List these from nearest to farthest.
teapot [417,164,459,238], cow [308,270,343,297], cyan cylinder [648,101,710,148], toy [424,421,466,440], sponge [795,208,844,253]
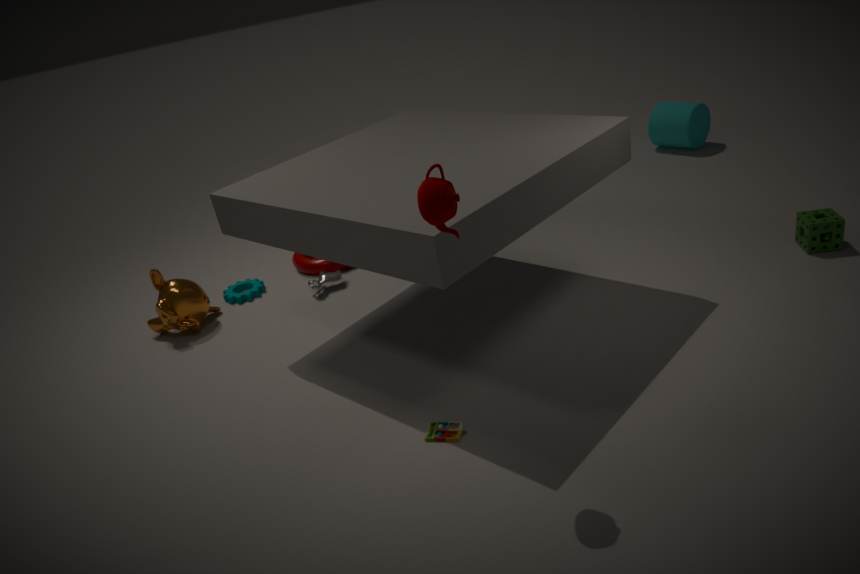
teapot [417,164,459,238] → toy [424,421,466,440] → sponge [795,208,844,253] → cow [308,270,343,297] → cyan cylinder [648,101,710,148]
